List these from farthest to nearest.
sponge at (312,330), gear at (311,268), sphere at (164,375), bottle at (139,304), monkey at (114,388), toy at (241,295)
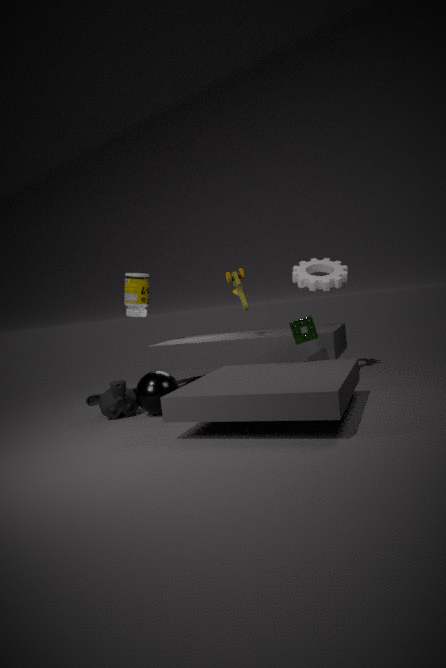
bottle at (139,304), gear at (311,268), toy at (241,295), monkey at (114,388), sponge at (312,330), sphere at (164,375)
